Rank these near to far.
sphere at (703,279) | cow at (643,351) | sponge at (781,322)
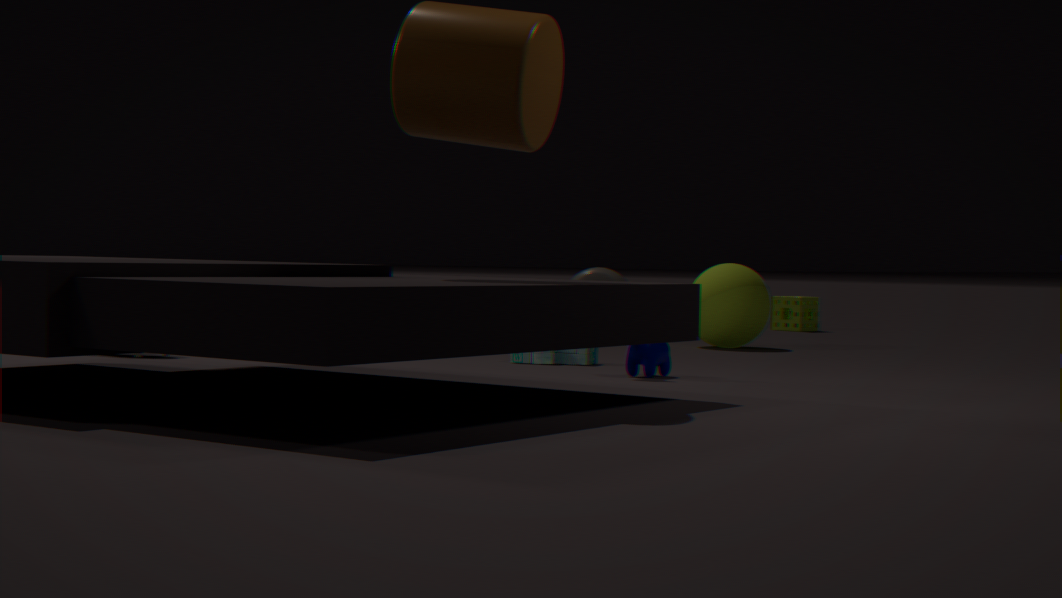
cow at (643,351) → sphere at (703,279) → sponge at (781,322)
